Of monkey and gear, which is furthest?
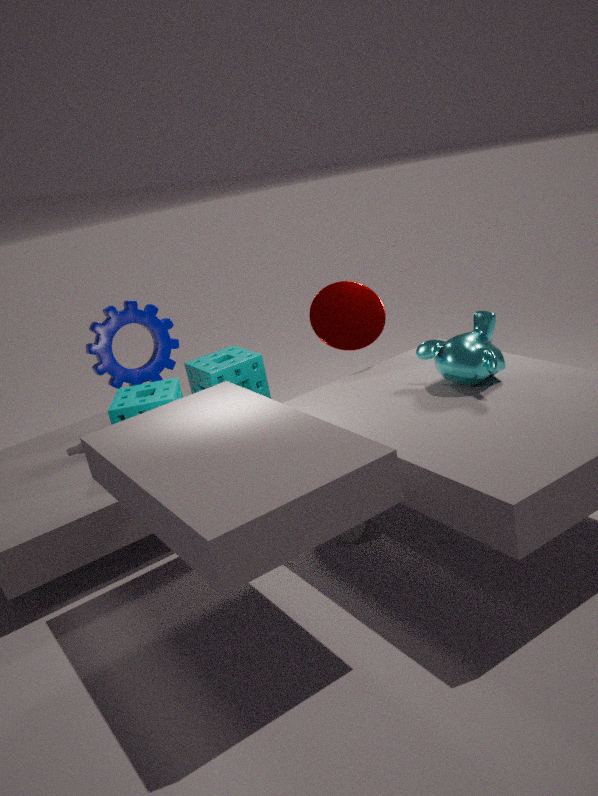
gear
